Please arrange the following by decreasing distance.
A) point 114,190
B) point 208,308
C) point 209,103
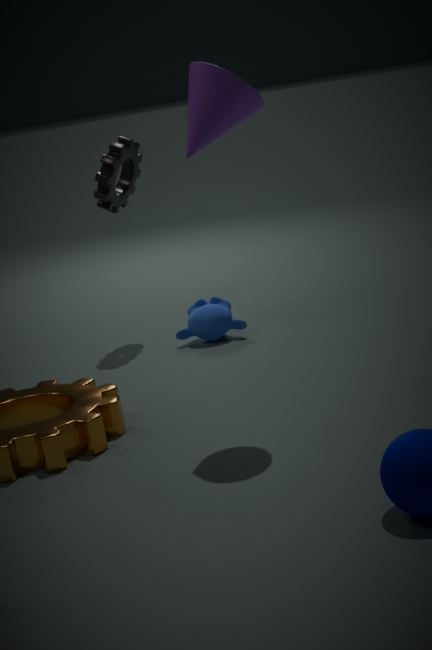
point 114,190, point 208,308, point 209,103
